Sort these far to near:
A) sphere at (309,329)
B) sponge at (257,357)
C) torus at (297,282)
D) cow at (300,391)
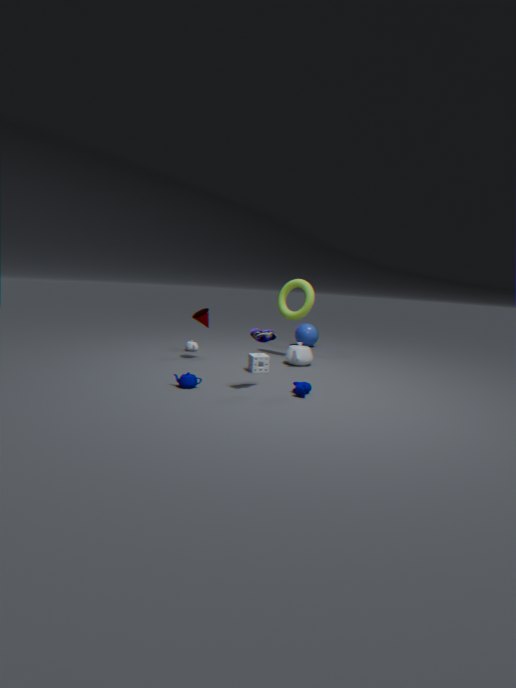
sphere at (309,329) → torus at (297,282) → sponge at (257,357) → cow at (300,391)
